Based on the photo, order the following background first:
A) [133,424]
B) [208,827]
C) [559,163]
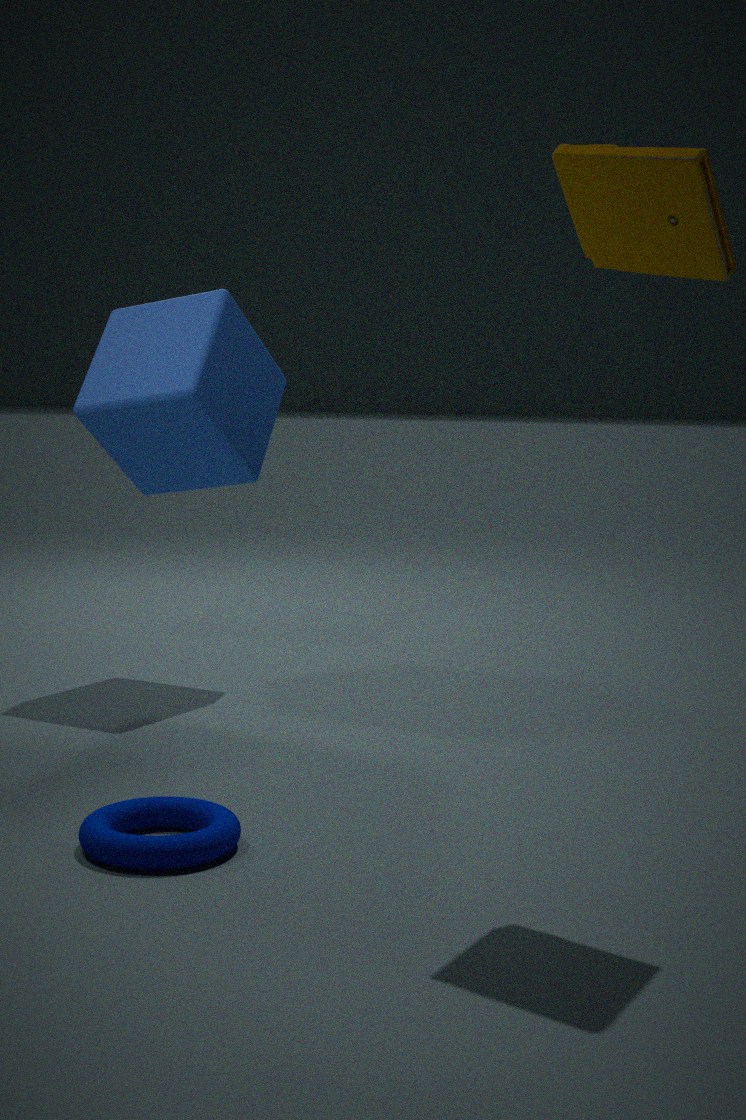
[133,424]
[208,827]
[559,163]
